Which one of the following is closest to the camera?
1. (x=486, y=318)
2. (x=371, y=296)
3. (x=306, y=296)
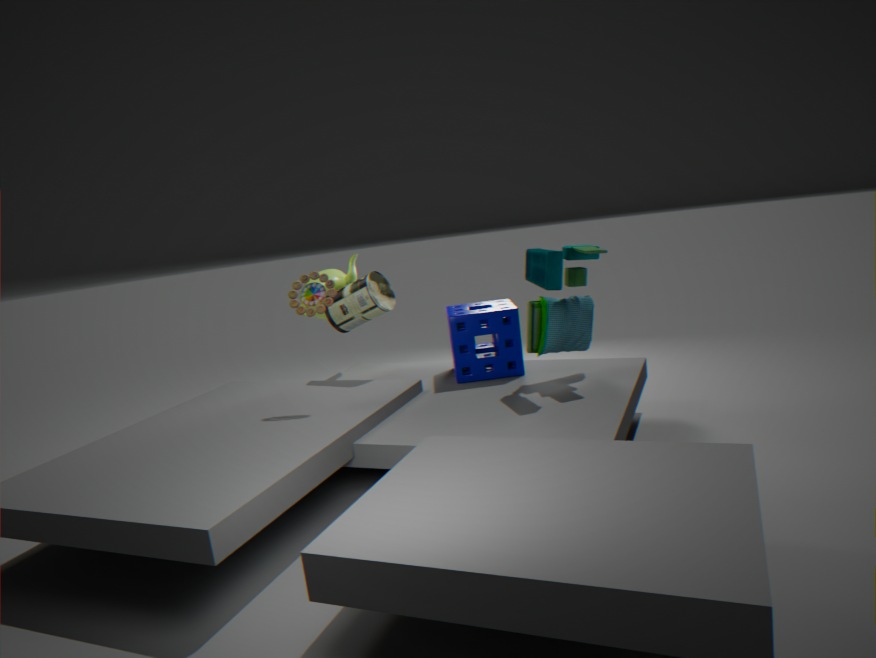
(x=306, y=296)
